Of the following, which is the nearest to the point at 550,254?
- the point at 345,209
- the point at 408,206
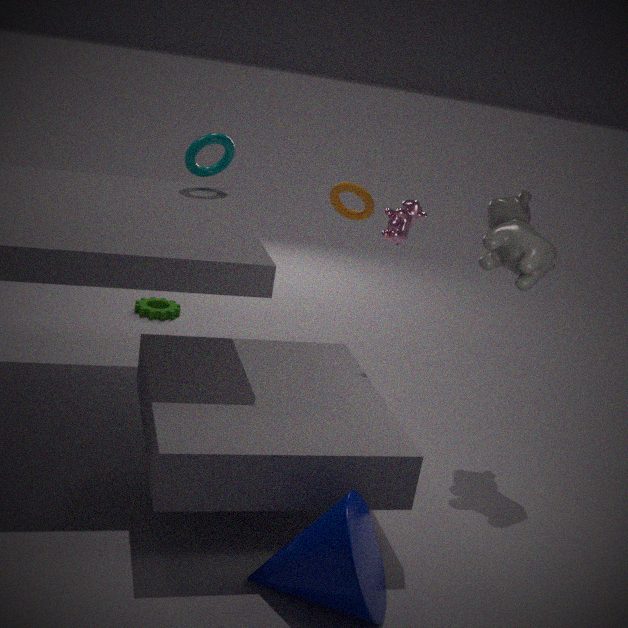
the point at 408,206
